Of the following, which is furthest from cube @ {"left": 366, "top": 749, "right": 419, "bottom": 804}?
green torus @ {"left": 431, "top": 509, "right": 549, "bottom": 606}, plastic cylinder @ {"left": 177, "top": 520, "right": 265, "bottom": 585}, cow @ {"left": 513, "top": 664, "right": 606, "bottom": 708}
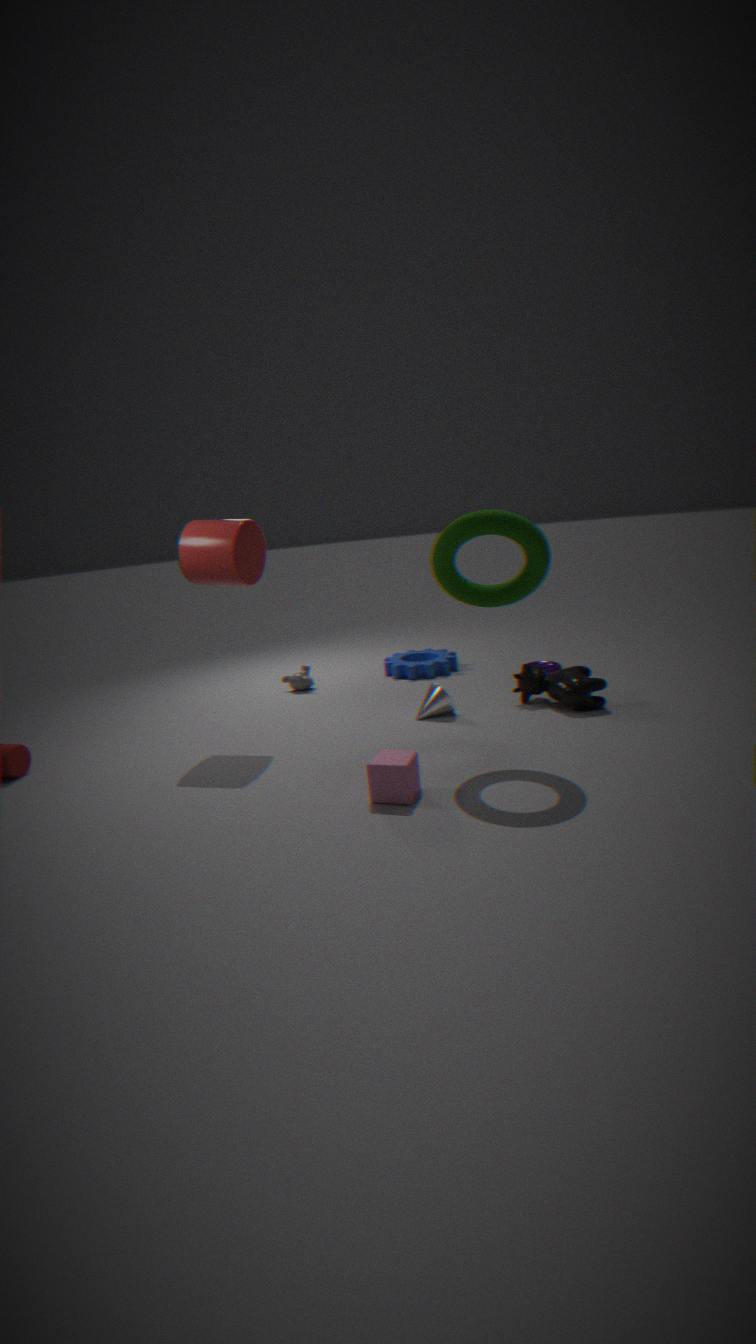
plastic cylinder @ {"left": 177, "top": 520, "right": 265, "bottom": 585}
